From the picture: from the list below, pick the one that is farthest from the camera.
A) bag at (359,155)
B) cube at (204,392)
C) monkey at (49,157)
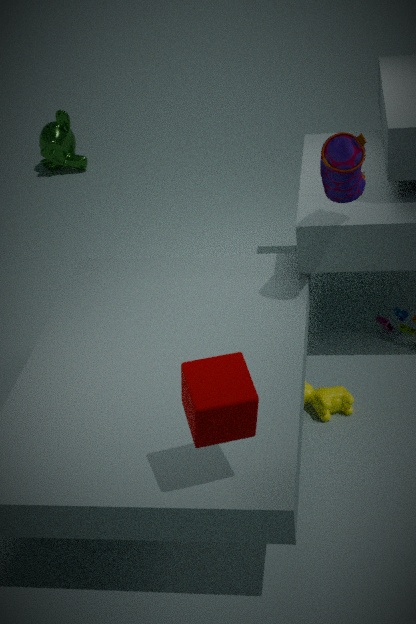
monkey at (49,157)
